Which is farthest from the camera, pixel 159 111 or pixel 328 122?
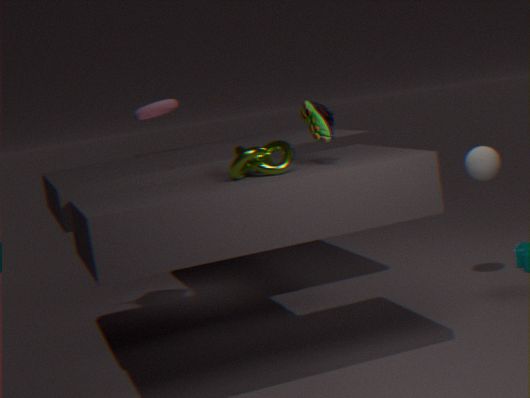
pixel 159 111
